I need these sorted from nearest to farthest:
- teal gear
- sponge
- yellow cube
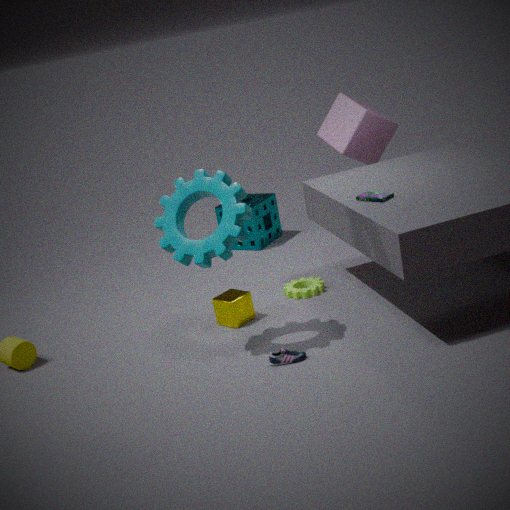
teal gear < yellow cube < sponge
